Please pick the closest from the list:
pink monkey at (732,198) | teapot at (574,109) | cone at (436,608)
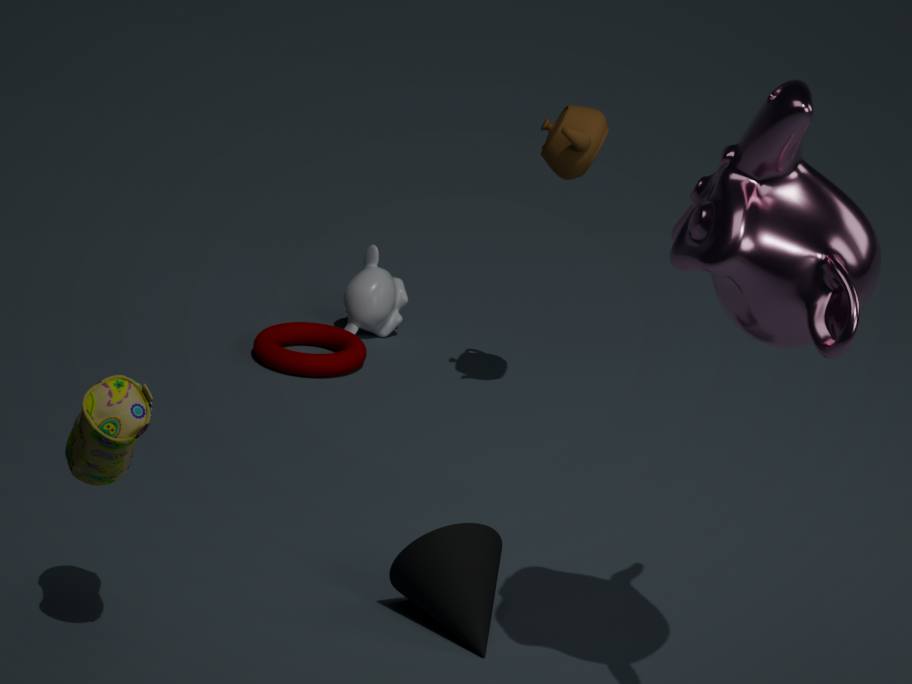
pink monkey at (732,198)
